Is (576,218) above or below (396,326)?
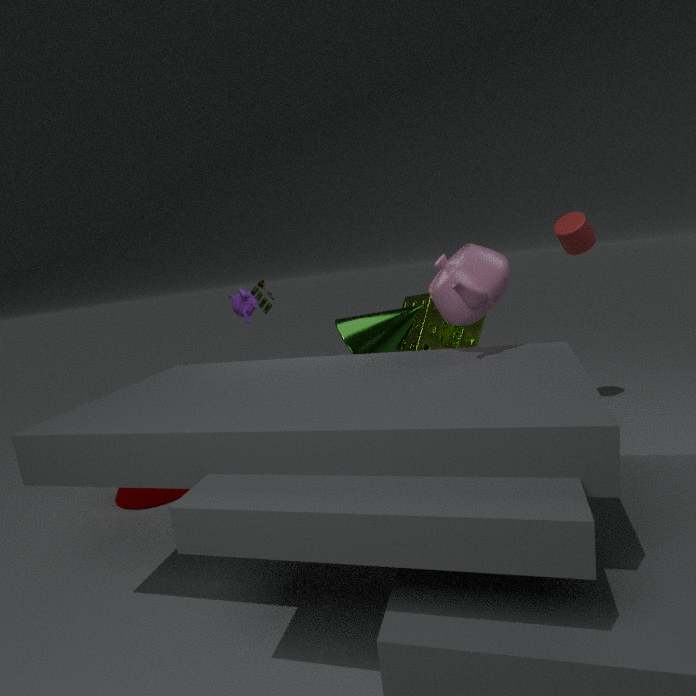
above
